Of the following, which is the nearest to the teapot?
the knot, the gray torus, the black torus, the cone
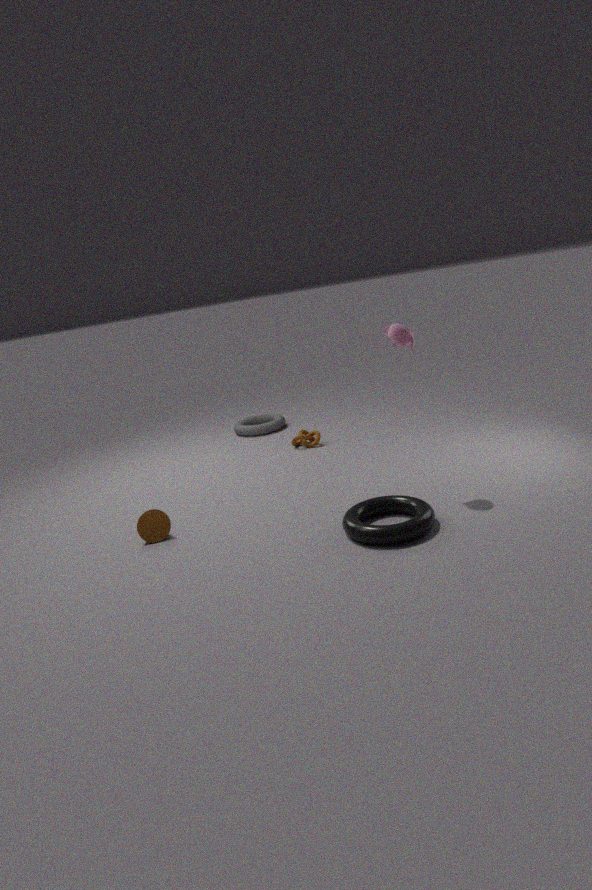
the black torus
